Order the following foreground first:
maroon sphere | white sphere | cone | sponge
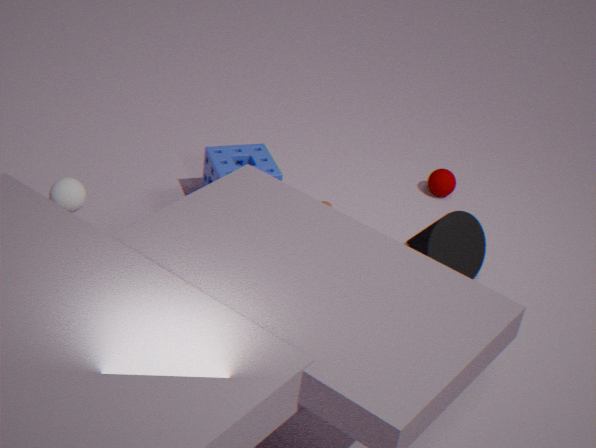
1. white sphere
2. cone
3. sponge
4. maroon sphere
